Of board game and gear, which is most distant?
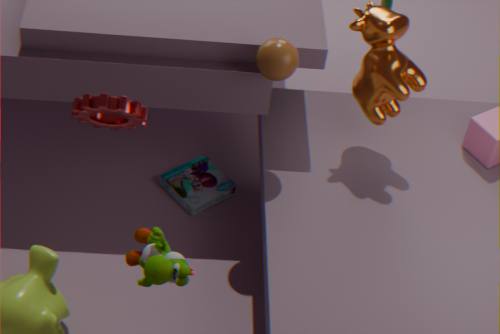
board game
